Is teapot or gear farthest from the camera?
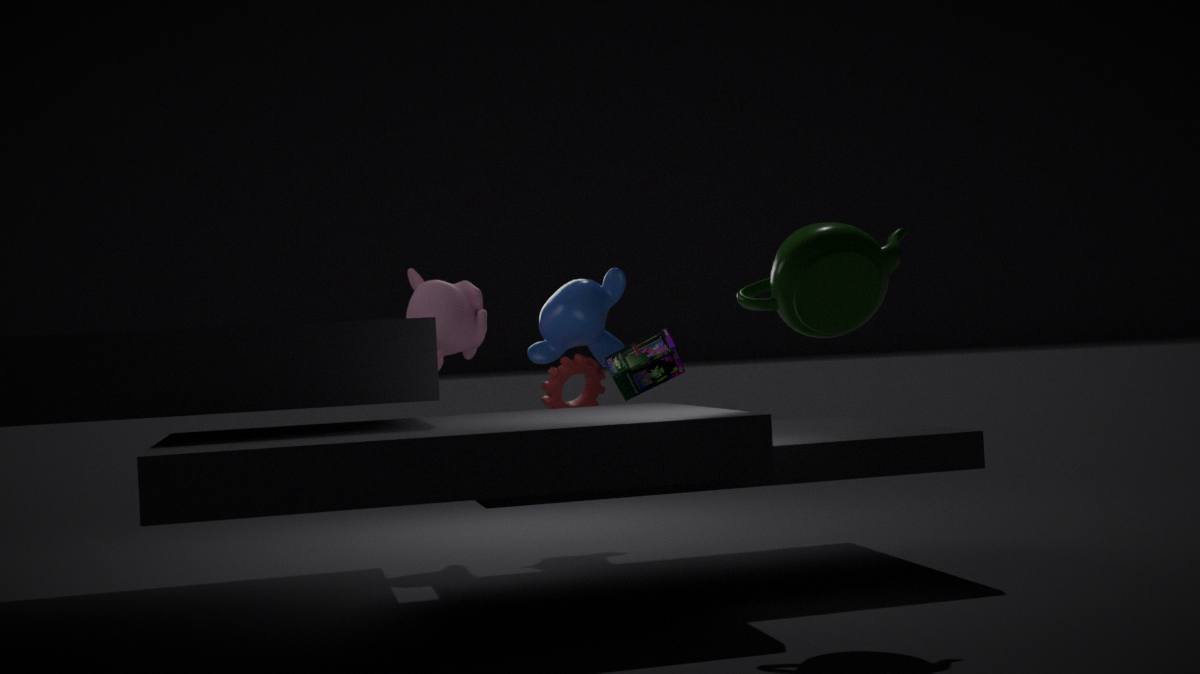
gear
